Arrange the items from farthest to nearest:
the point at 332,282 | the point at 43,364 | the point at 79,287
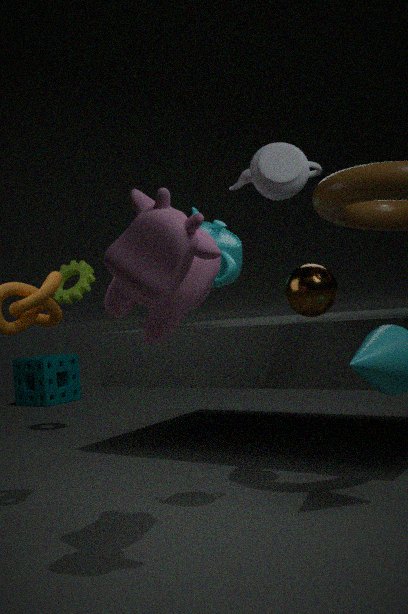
the point at 43,364, the point at 79,287, the point at 332,282
